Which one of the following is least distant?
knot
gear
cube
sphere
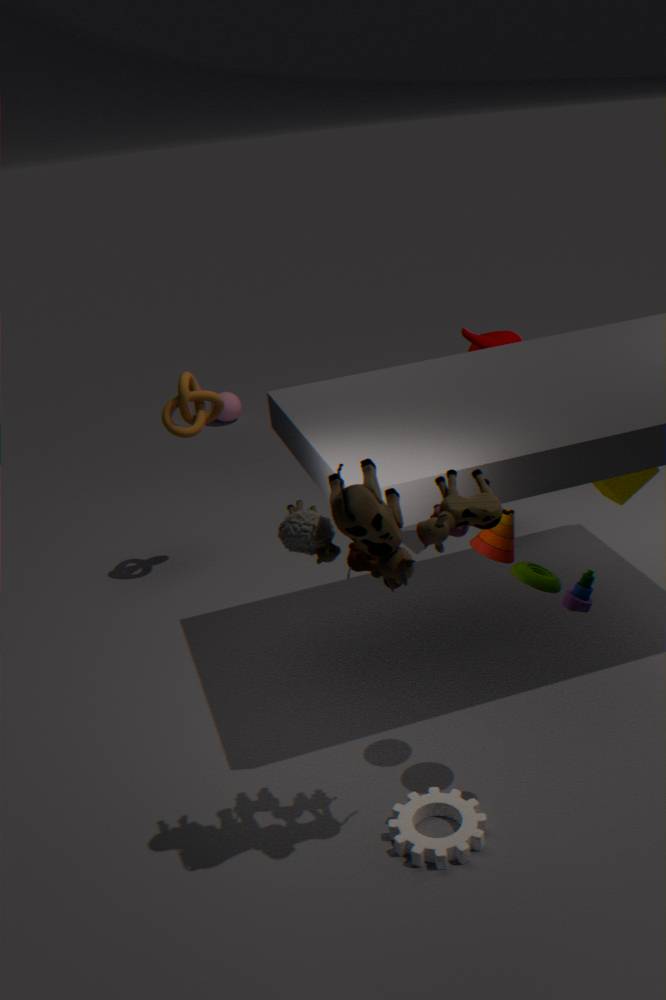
gear
